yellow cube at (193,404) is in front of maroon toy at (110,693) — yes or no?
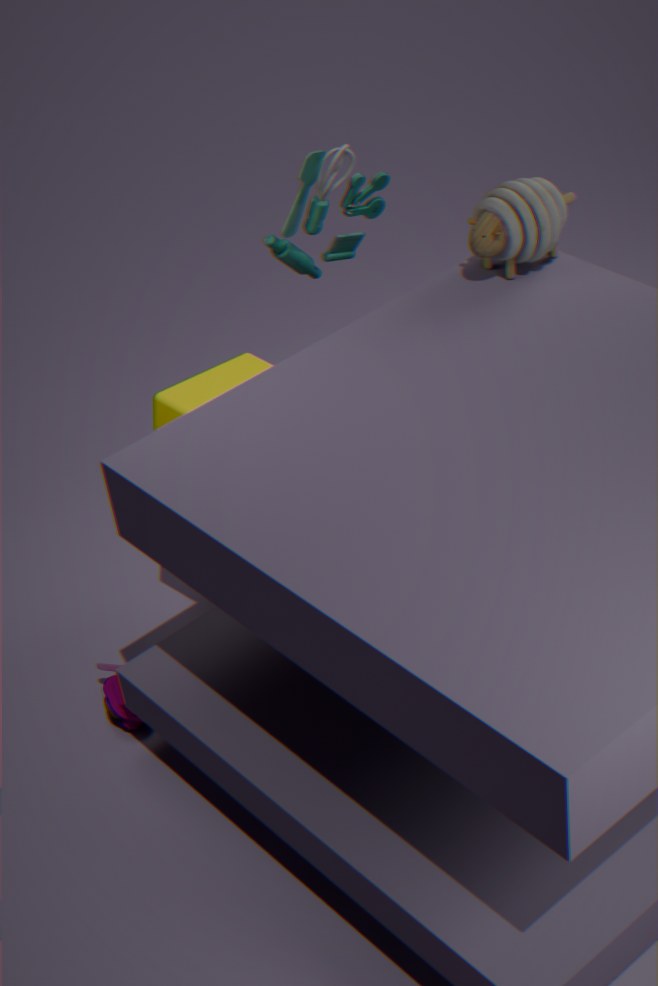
Yes
